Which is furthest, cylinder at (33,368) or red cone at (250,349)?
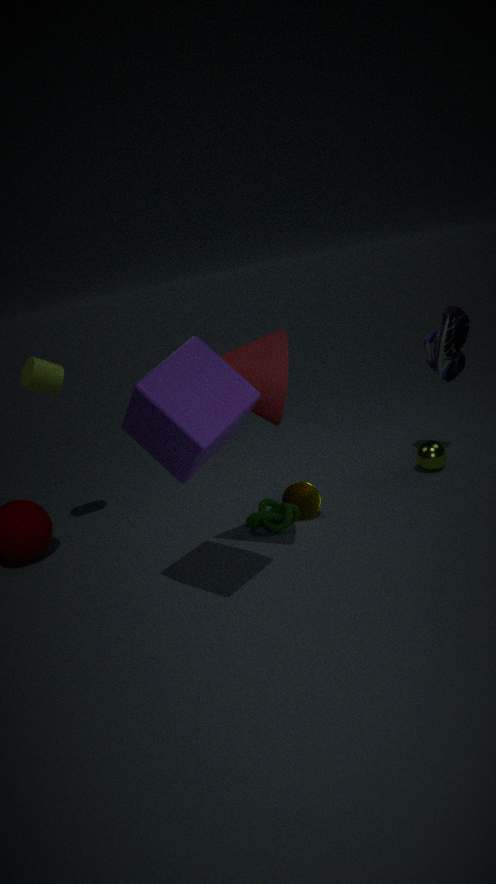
cylinder at (33,368)
